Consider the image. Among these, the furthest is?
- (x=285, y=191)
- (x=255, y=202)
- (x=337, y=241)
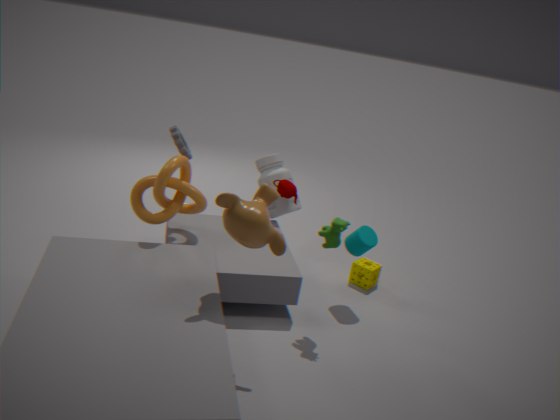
(x=285, y=191)
